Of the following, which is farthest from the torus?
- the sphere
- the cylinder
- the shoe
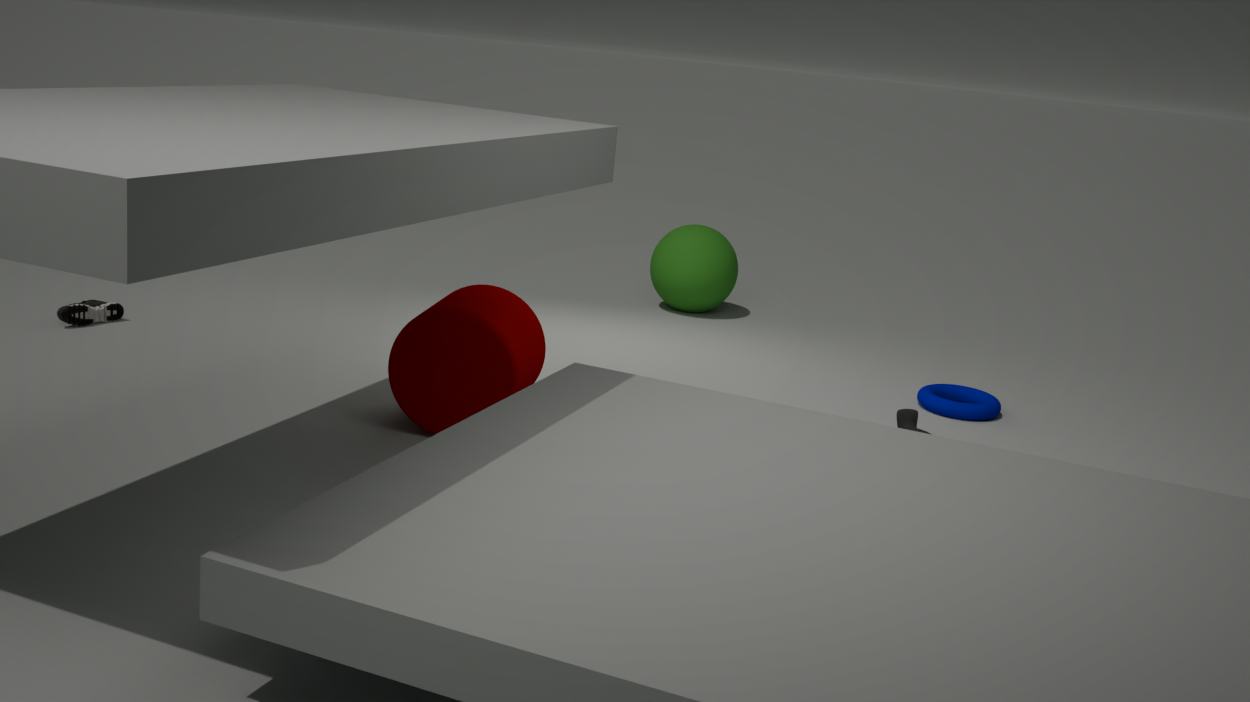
the shoe
